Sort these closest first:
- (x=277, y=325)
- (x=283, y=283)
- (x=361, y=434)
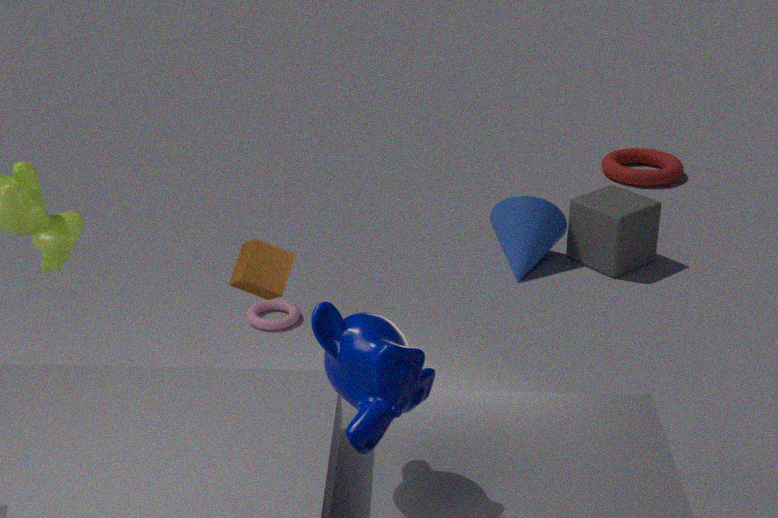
(x=361, y=434) < (x=283, y=283) < (x=277, y=325)
